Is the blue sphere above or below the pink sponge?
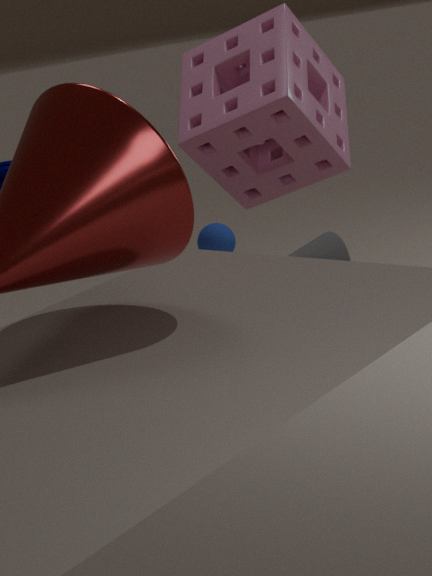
below
